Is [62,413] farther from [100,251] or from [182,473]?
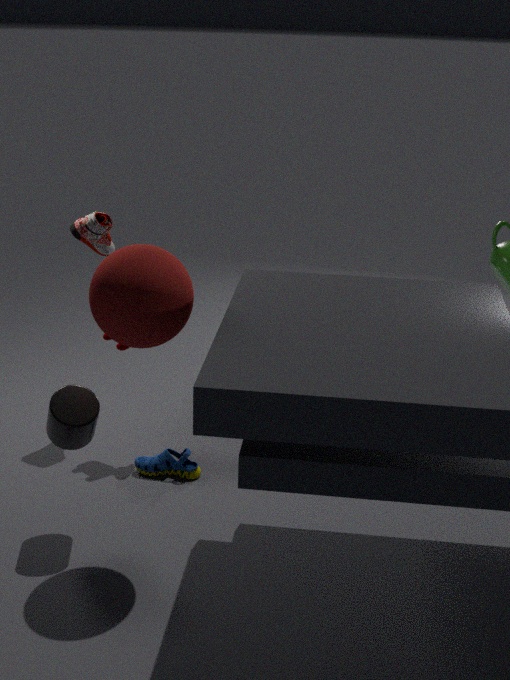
[100,251]
